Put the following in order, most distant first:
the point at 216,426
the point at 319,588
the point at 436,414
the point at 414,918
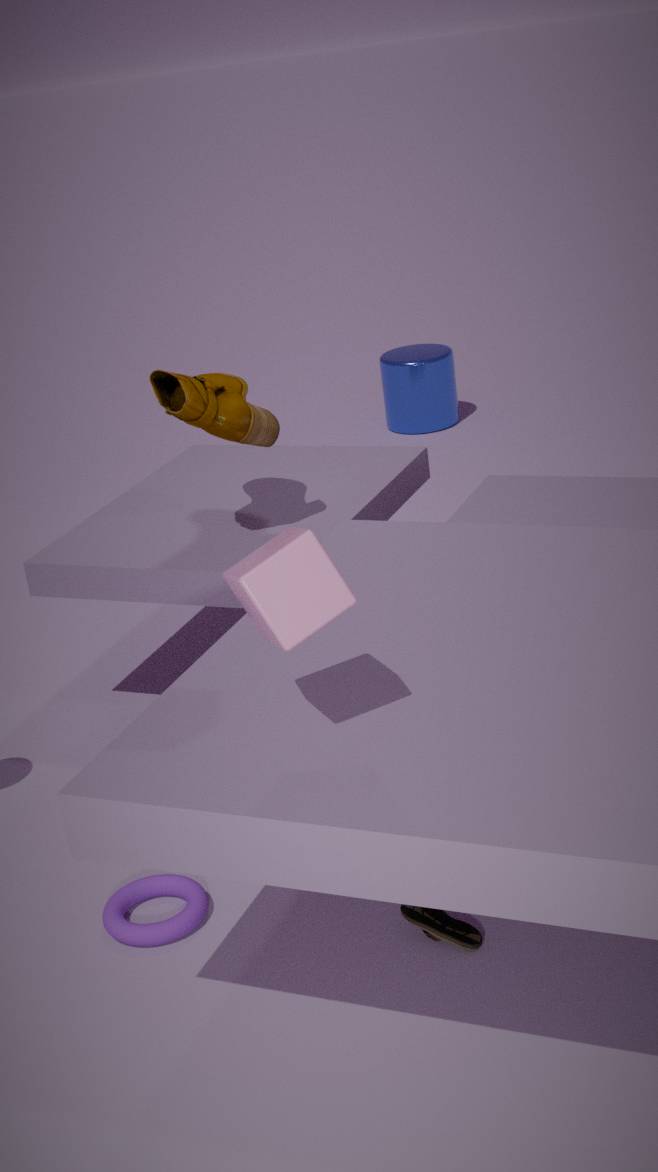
the point at 436,414 → the point at 216,426 → the point at 414,918 → the point at 319,588
